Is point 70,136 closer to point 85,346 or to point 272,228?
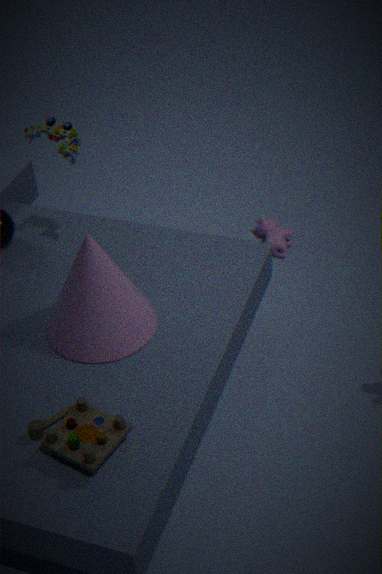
point 85,346
